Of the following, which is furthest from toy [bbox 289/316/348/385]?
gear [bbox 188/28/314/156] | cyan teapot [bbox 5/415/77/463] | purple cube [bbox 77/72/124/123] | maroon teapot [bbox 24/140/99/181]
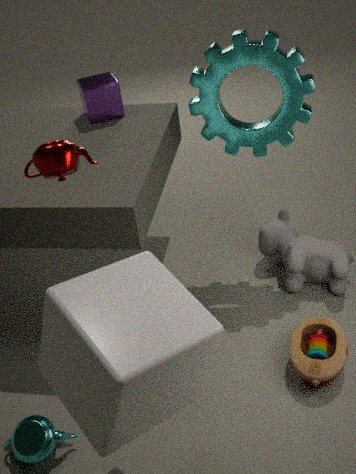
purple cube [bbox 77/72/124/123]
